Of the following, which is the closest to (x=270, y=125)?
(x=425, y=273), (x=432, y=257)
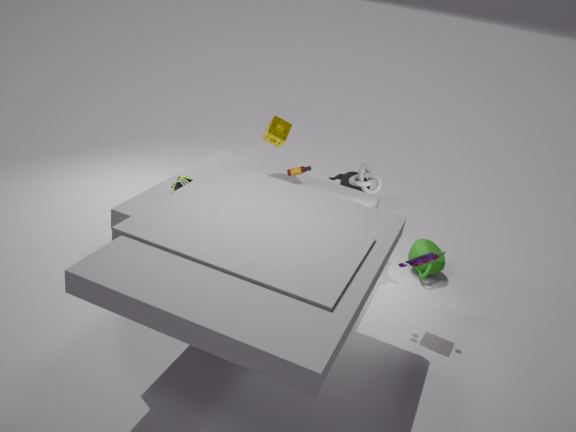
(x=425, y=273)
